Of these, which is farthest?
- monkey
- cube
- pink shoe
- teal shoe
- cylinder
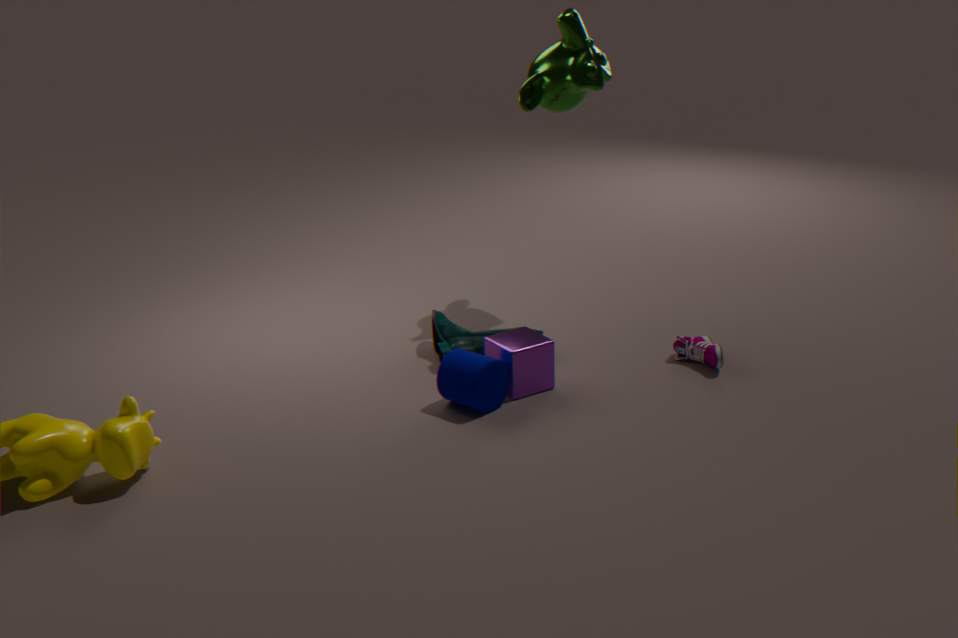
monkey
